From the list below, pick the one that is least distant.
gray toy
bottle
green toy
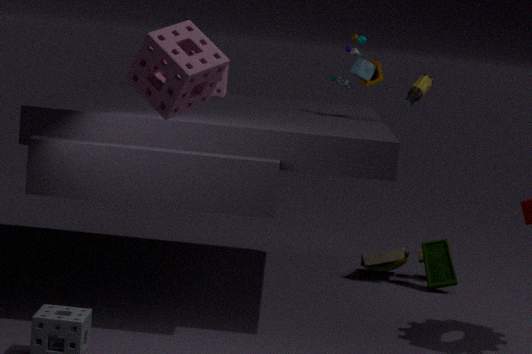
bottle
